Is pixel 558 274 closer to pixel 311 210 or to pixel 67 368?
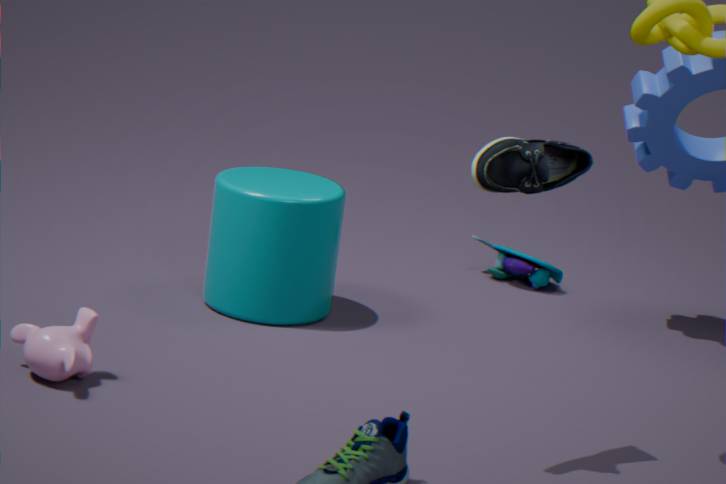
pixel 311 210
